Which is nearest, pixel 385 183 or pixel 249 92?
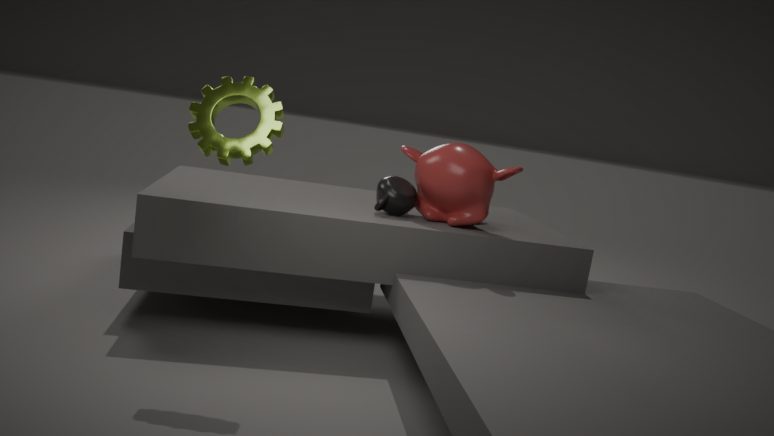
pixel 249 92
